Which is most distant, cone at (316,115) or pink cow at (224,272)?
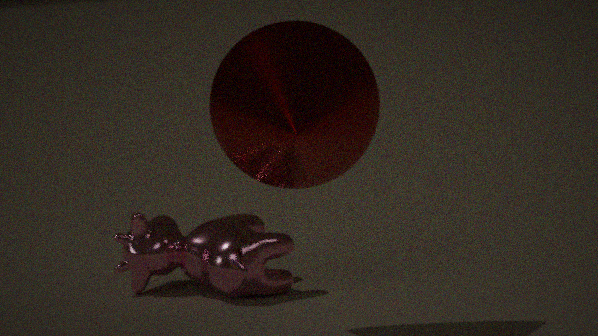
pink cow at (224,272)
